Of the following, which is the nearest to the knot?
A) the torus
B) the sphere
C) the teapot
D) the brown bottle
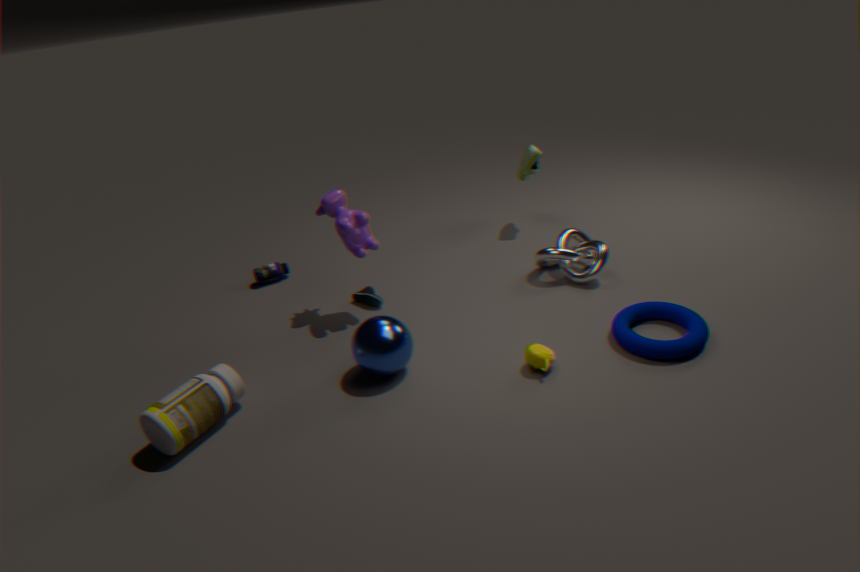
the torus
